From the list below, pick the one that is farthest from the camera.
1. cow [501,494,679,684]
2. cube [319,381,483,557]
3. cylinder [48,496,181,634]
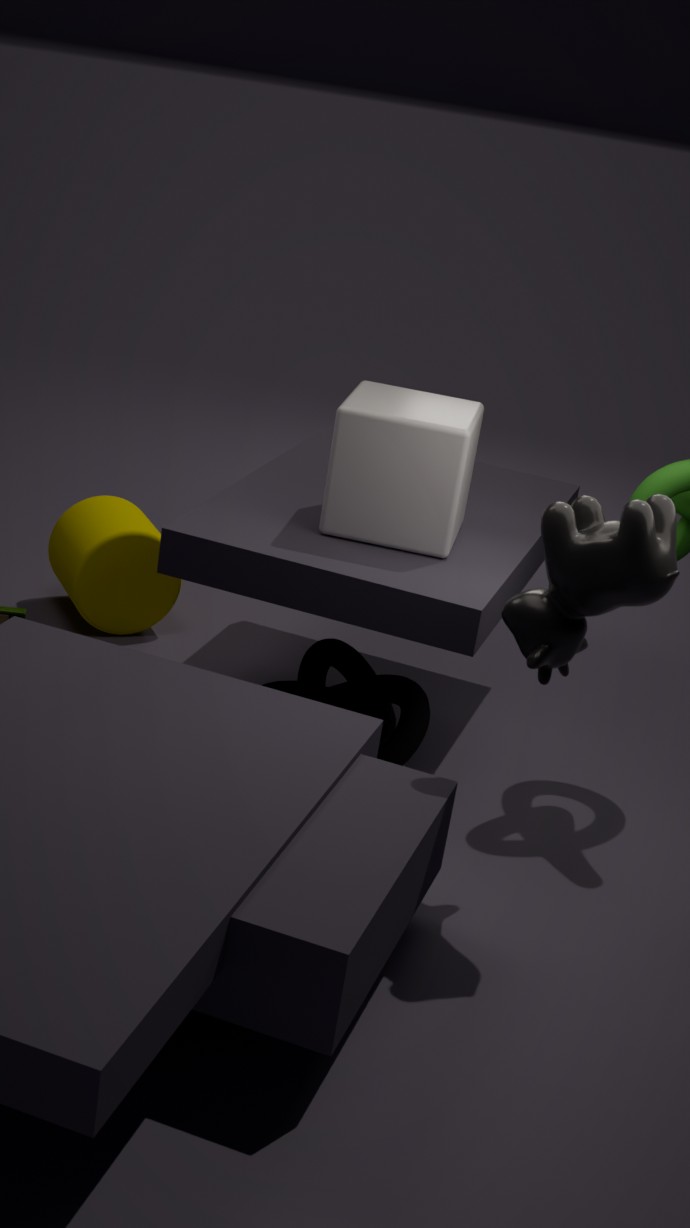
cylinder [48,496,181,634]
